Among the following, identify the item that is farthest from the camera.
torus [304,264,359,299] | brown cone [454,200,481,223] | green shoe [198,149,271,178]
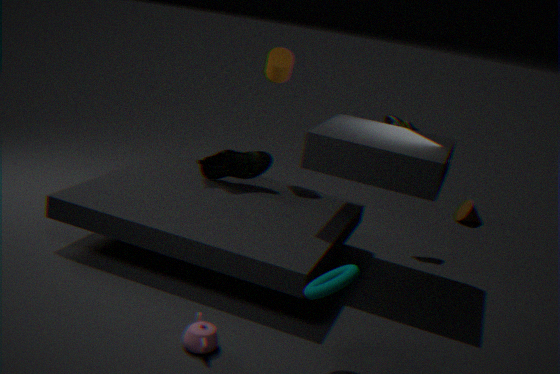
brown cone [454,200,481,223]
